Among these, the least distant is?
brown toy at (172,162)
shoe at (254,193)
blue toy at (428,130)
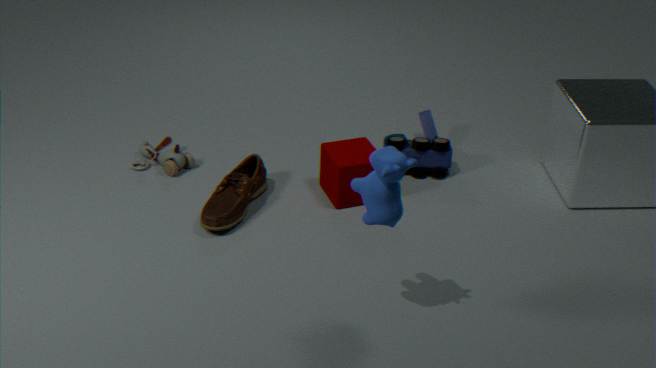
shoe at (254,193)
